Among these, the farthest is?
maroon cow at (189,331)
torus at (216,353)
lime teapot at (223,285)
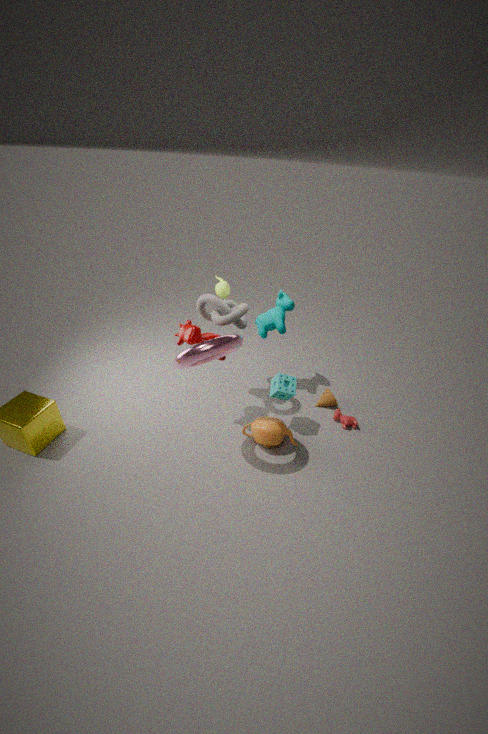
lime teapot at (223,285)
